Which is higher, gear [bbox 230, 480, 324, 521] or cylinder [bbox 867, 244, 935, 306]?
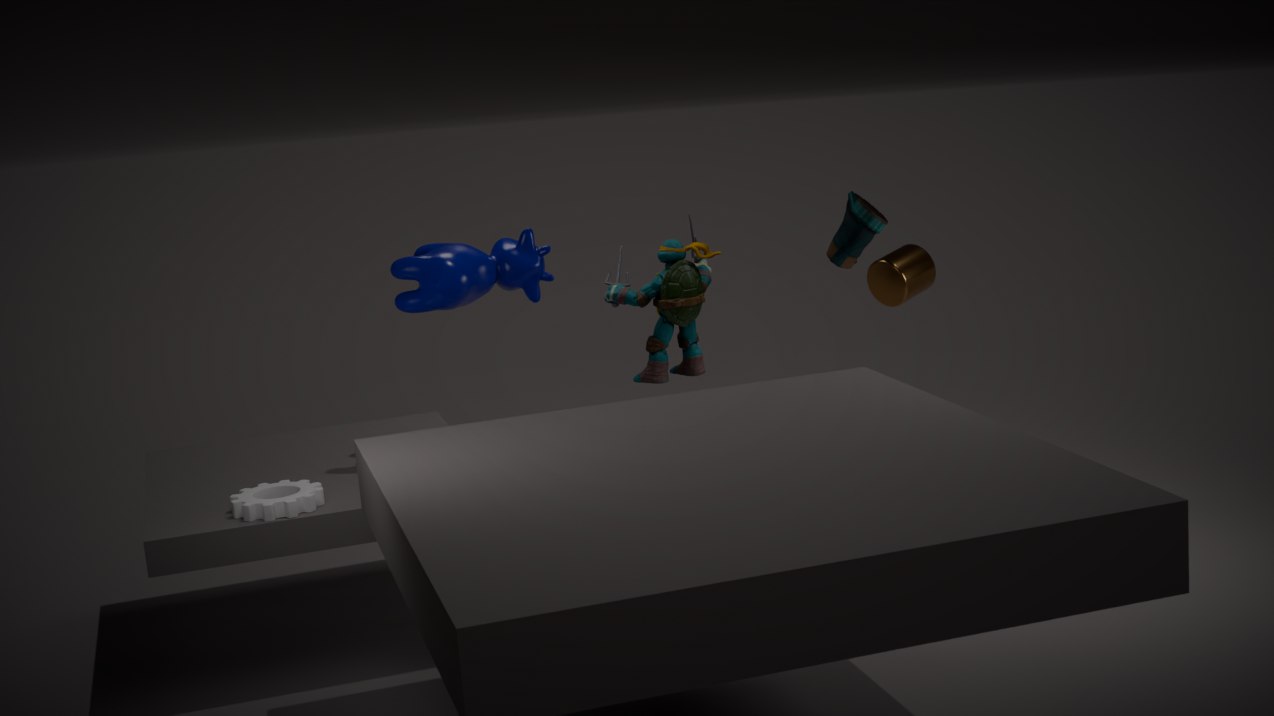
cylinder [bbox 867, 244, 935, 306]
